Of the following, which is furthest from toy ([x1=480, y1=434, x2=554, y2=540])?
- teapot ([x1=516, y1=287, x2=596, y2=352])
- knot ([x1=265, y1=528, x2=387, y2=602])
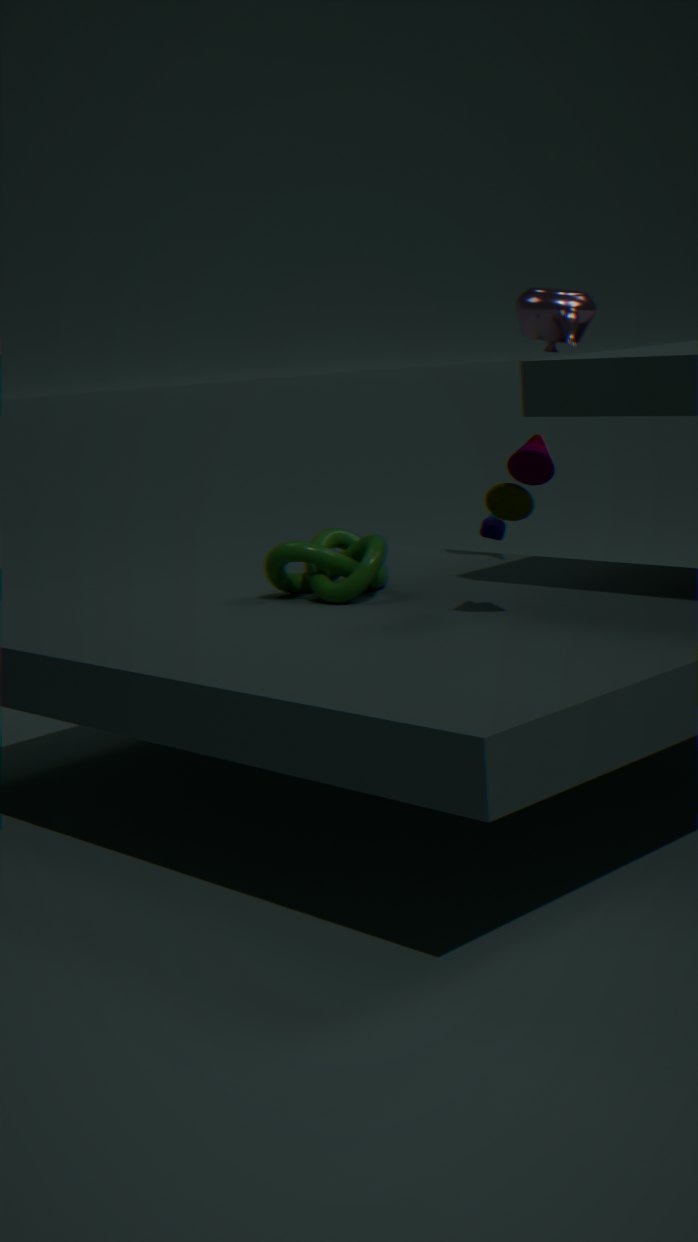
teapot ([x1=516, y1=287, x2=596, y2=352])
